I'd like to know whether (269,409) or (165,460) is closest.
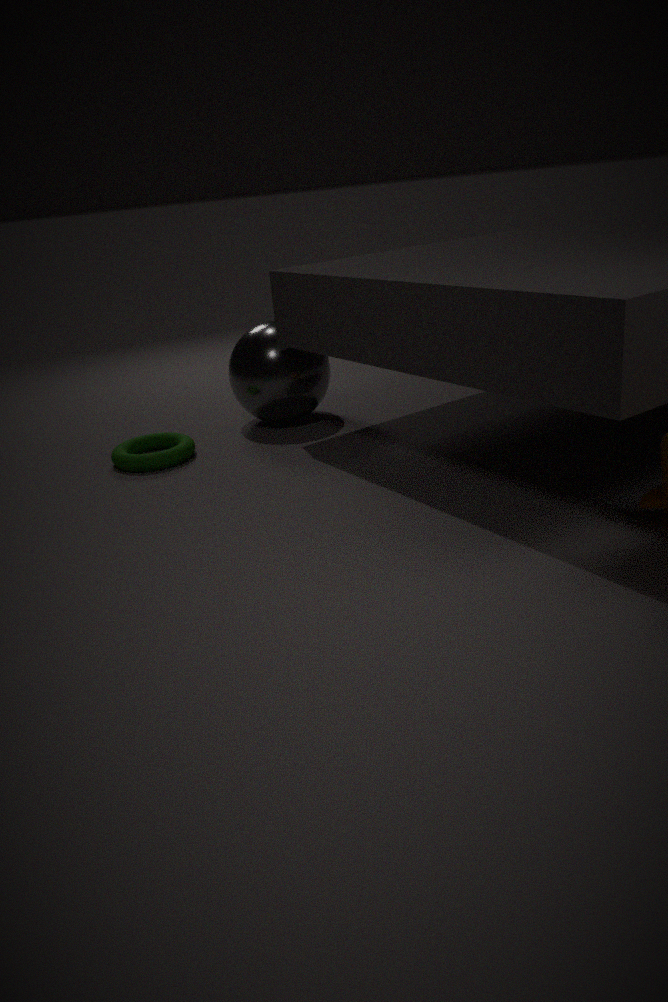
(165,460)
